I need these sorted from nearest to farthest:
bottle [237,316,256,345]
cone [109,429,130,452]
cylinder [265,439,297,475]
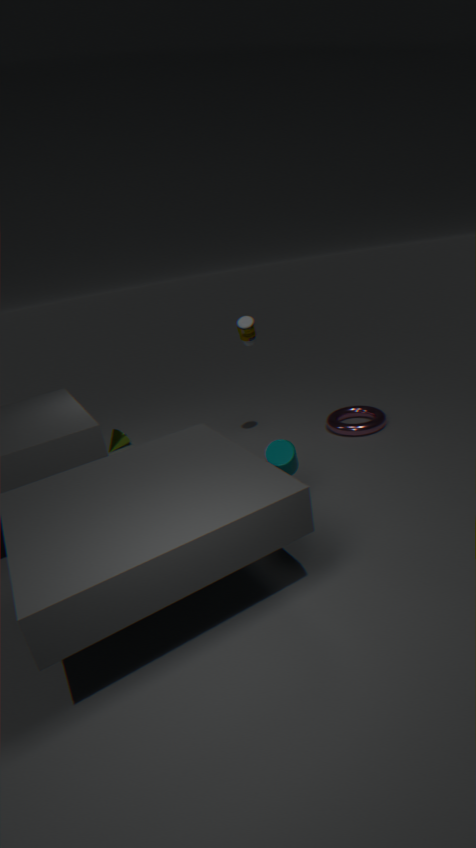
cylinder [265,439,297,475] → bottle [237,316,256,345] → cone [109,429,130,452]
